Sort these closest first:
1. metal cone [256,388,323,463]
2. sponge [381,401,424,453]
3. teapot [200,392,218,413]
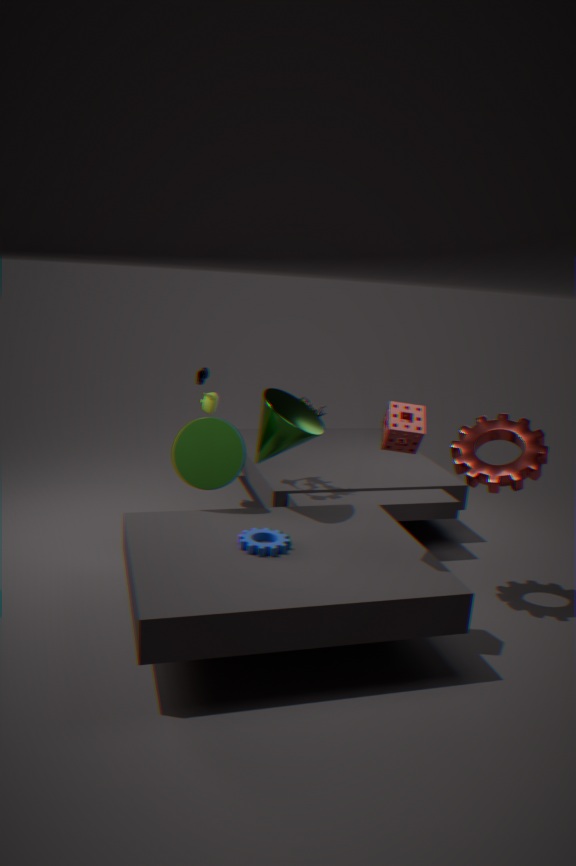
sponge [381,401,424,453]
metal cone [256,388,323,463]
teapot [200,392,218,413]
